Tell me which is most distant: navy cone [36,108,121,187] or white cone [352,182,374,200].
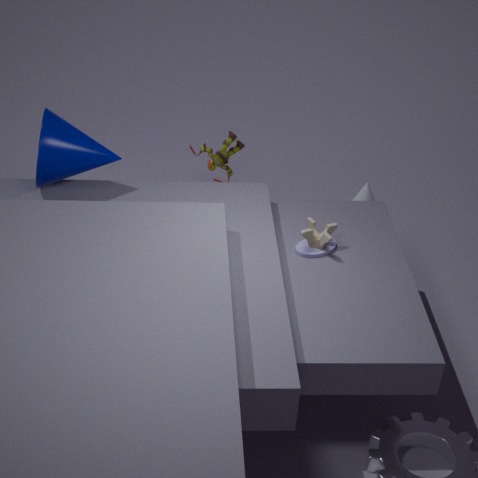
white cone [352,182,374,200]
